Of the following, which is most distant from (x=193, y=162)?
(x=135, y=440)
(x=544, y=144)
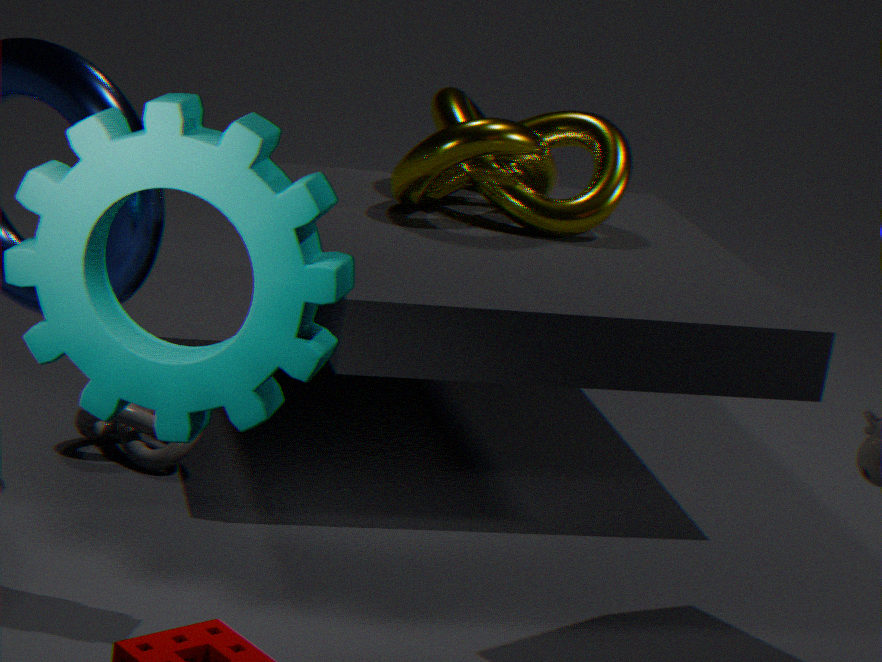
(x=544, y=144)
